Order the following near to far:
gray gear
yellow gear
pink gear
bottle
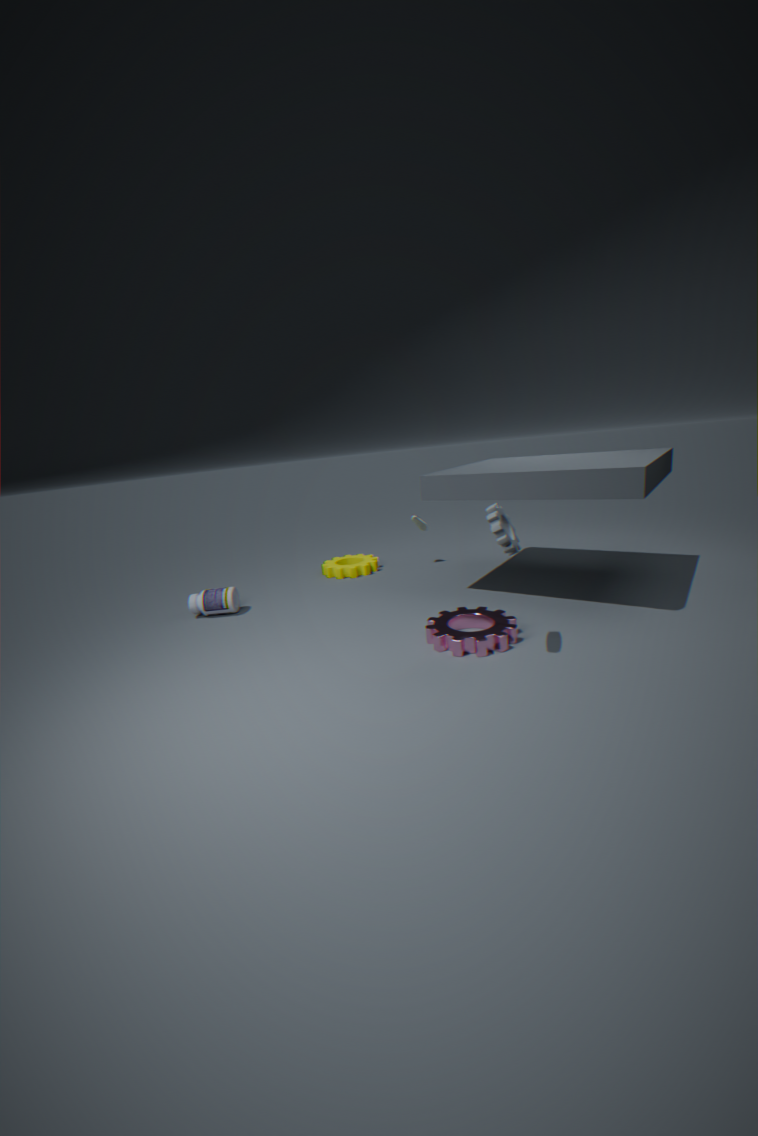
gray gear
pink gear
bottle
yellow gear
